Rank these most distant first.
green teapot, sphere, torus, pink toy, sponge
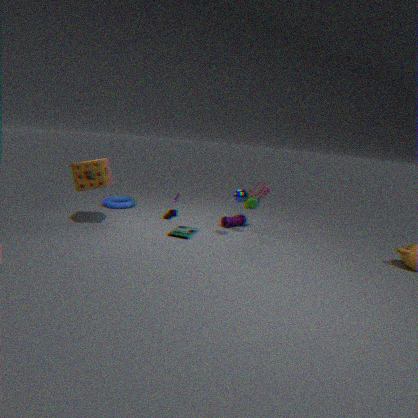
torus
pink toy
green teapot
sphere
sponge
